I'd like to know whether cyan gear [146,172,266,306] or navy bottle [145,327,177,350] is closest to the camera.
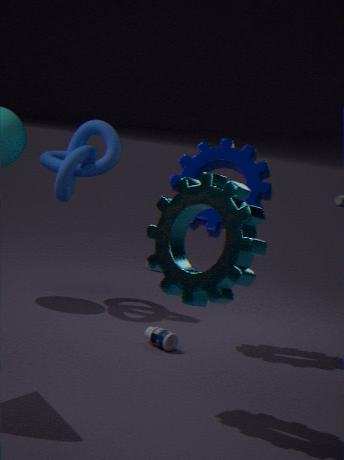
cyan gear [146,172,266,306]
